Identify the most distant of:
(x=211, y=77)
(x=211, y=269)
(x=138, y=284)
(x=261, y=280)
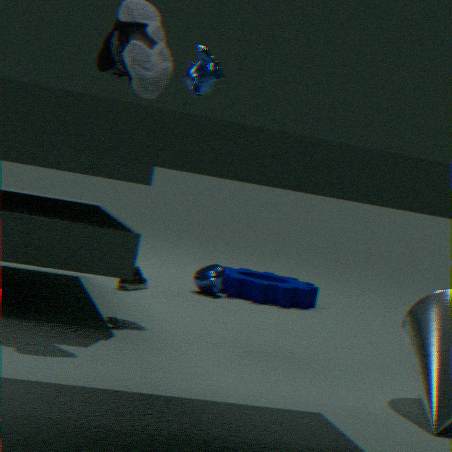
(x=261, y=280)
